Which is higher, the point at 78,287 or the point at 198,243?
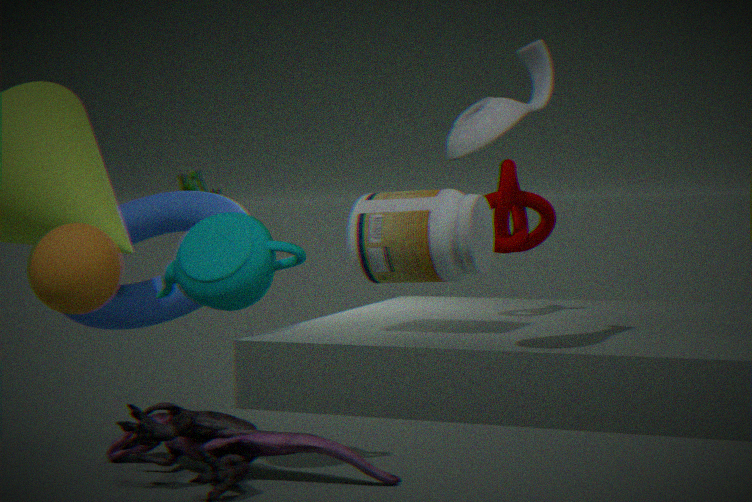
the point at 198,243
